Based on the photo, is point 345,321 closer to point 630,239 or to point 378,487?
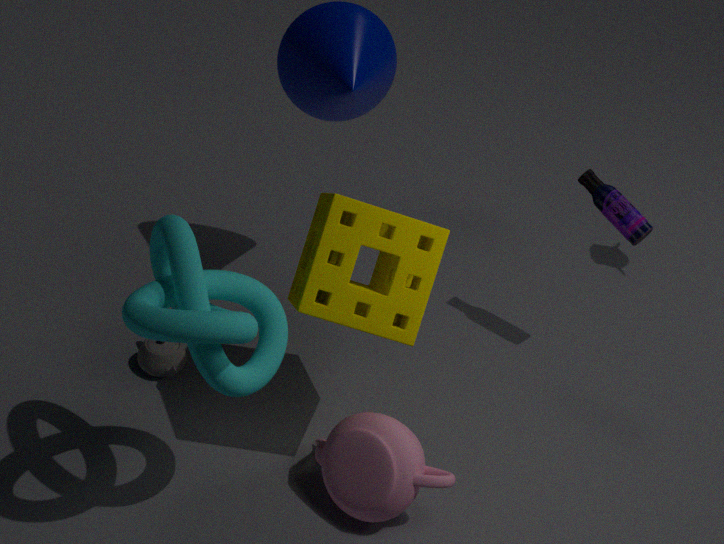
point 378,487
